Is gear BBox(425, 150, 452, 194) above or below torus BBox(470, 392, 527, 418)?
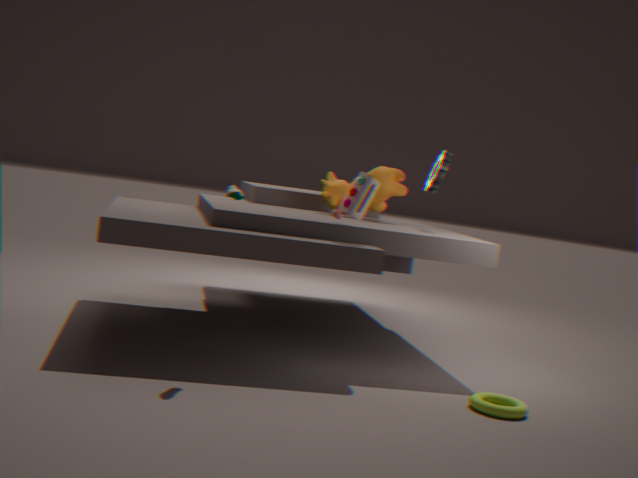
above
